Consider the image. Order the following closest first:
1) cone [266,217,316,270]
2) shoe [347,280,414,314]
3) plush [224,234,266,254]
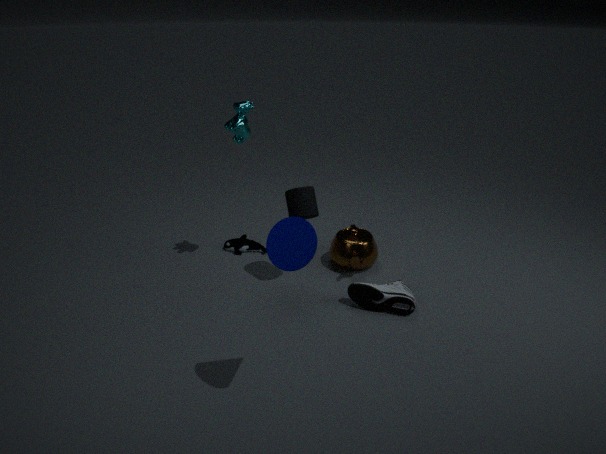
1. cone [266,217,316,270]
2. shoe [347,280,414,314]
3. plush [224,234,266,254]
